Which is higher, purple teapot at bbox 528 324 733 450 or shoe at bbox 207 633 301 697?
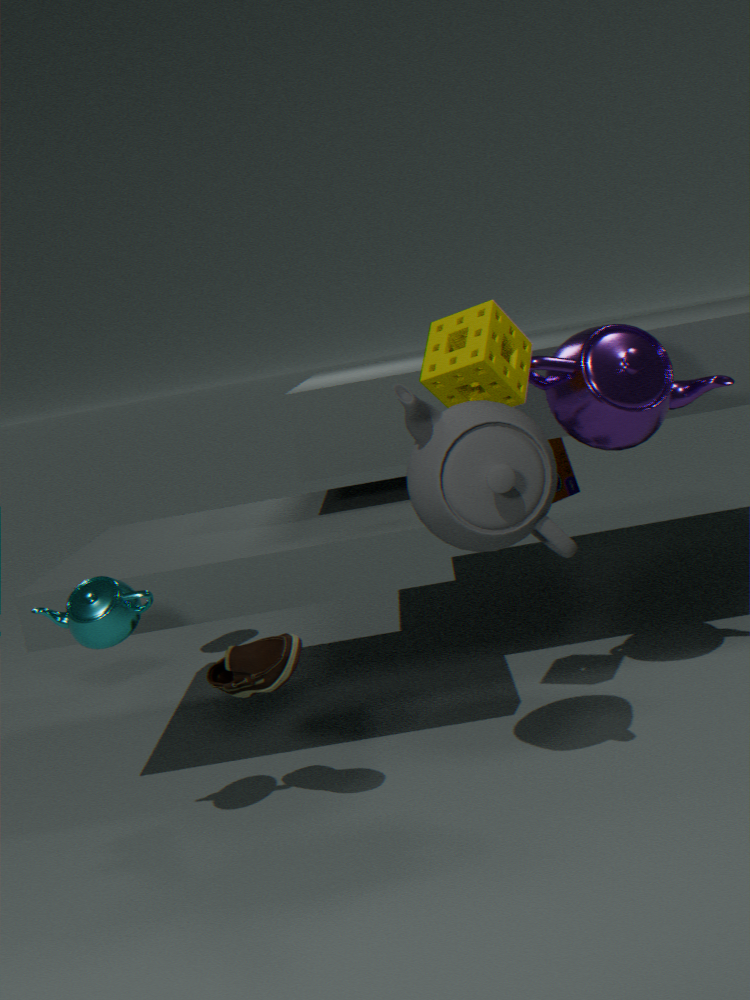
purple teapot at bbox 528 324 733 450
